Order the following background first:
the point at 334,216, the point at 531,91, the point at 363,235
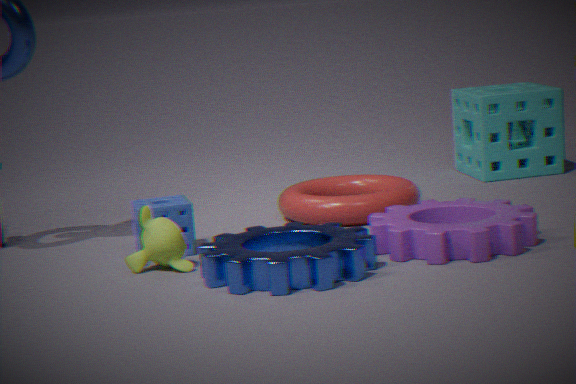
the point at 531,91
the point at 334,216
the point at 363,235
